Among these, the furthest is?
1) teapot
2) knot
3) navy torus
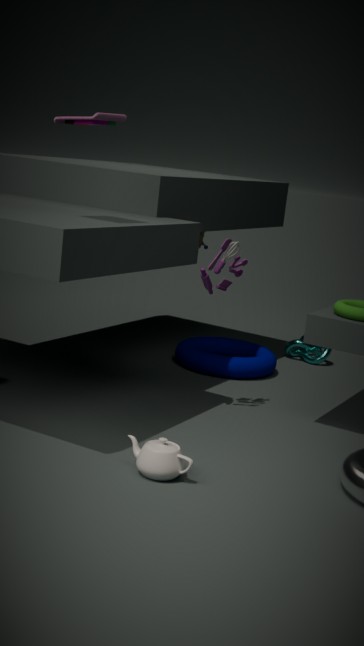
2. knot
